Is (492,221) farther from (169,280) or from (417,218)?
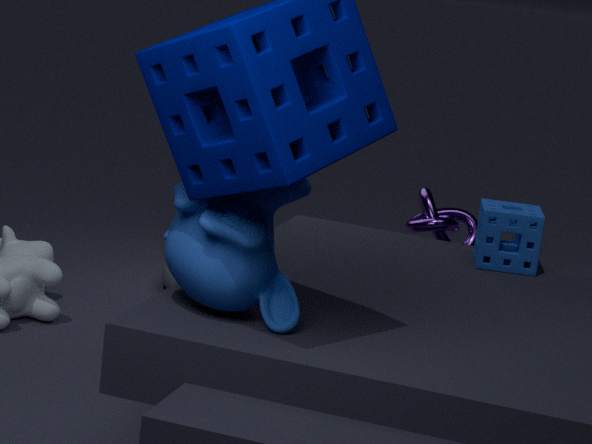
(169,280)
